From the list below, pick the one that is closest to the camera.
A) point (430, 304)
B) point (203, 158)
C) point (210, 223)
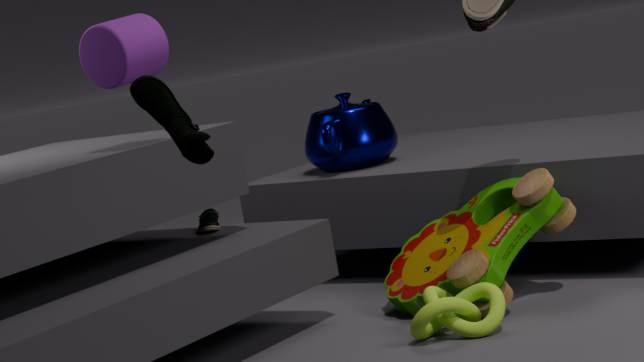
B. point (203, 158)
